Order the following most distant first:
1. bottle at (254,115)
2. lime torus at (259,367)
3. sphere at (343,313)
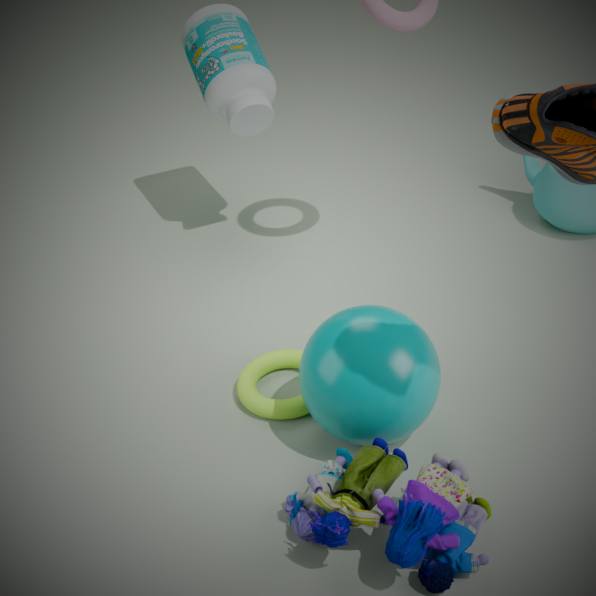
bottle at (254,115)
lime torus at (259,367)
sphere at (343,313)
